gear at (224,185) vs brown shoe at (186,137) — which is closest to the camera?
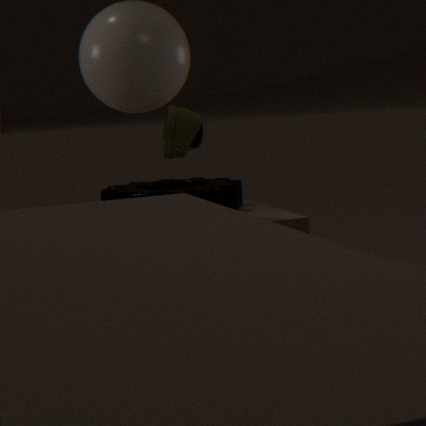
brown shoe at (186,137)
